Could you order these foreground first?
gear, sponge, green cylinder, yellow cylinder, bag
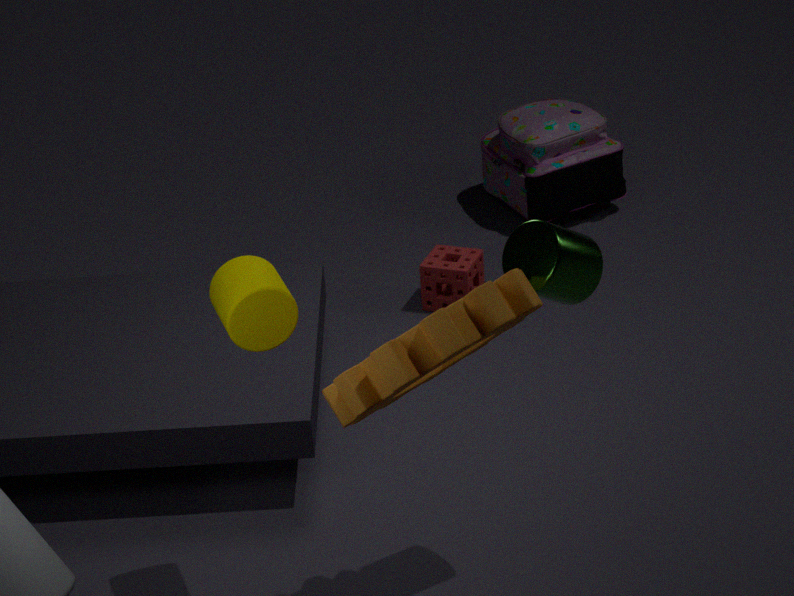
gear
green cylinder
yellow cylinder
sponge
bag
